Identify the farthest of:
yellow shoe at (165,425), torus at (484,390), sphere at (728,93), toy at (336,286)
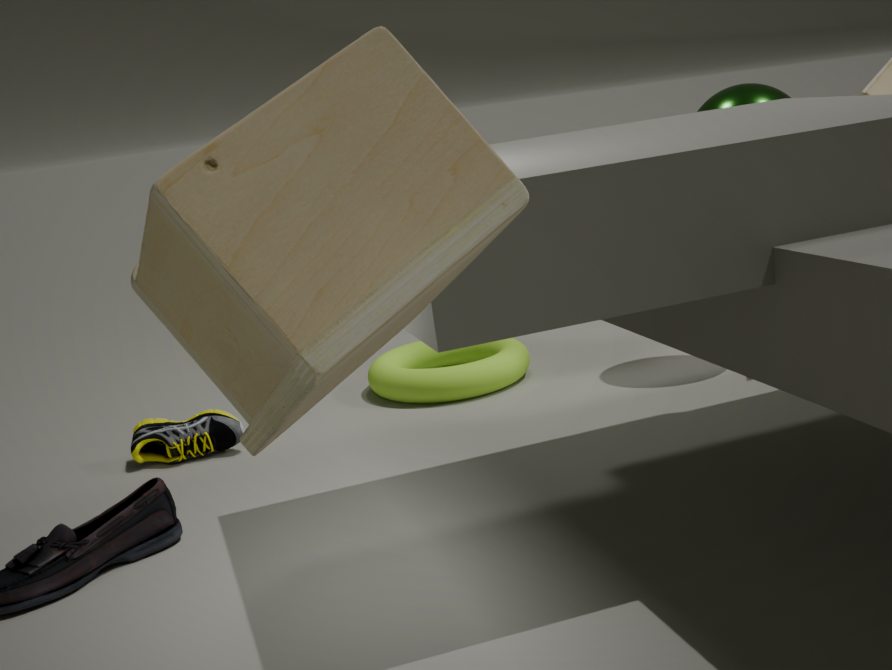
torus at (484,390)
